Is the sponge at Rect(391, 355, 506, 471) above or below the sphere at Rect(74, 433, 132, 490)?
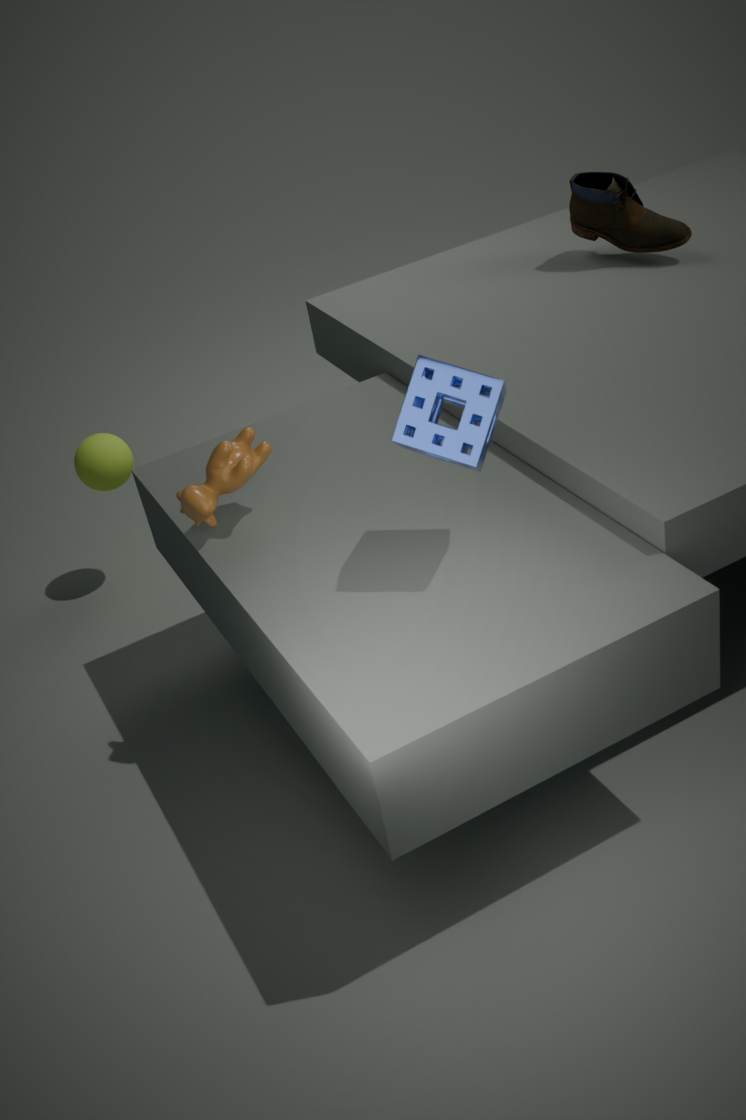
above
